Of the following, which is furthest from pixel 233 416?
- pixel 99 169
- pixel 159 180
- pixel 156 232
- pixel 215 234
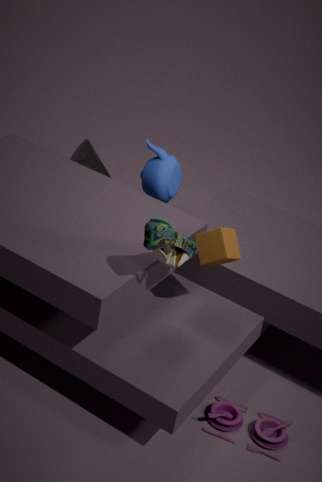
pixel 99 169
